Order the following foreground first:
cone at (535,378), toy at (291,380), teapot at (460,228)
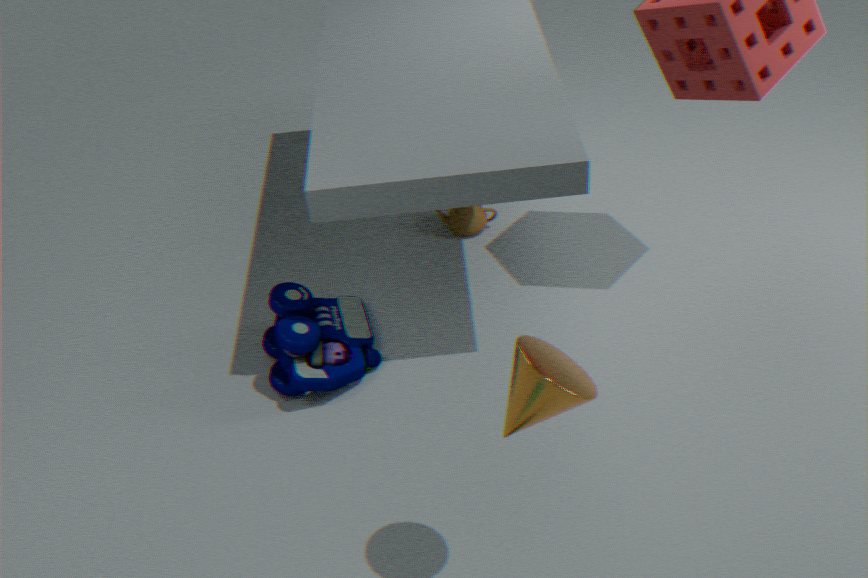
cone at (535,378) → toy at (291,380) → teapot at (460,228)
